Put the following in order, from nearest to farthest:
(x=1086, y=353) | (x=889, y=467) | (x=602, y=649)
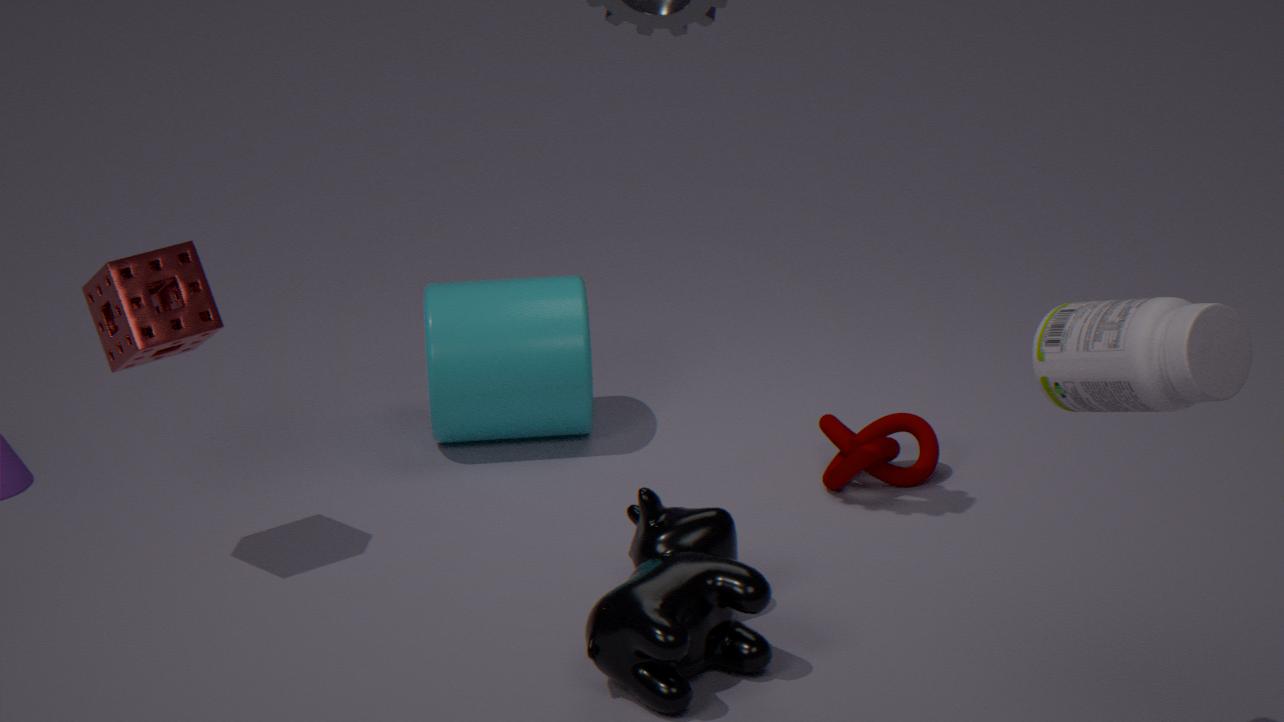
(x=1086, y=353)
(x=602, y=649)
(x=889, y=467)
